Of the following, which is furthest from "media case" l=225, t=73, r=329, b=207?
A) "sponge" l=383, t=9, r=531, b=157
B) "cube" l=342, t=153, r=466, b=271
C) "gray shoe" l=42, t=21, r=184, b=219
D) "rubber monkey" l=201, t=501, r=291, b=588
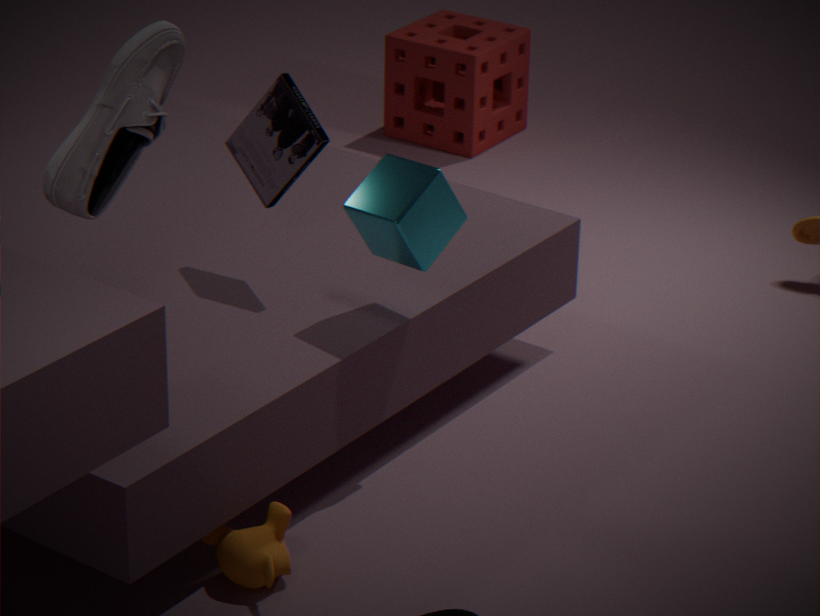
"sponge" l=383, t=9, r=531, b=157
